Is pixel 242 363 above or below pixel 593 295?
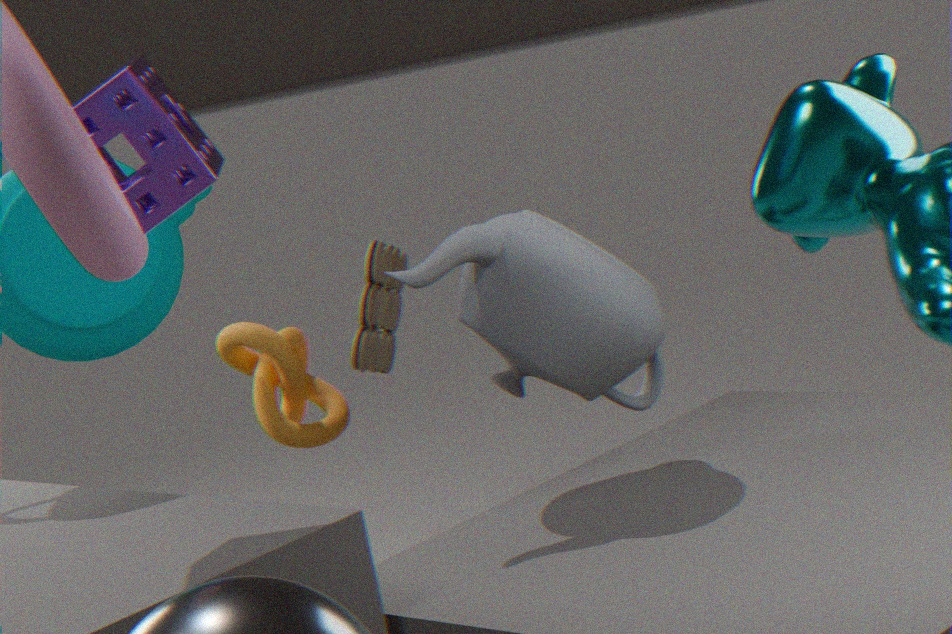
below
